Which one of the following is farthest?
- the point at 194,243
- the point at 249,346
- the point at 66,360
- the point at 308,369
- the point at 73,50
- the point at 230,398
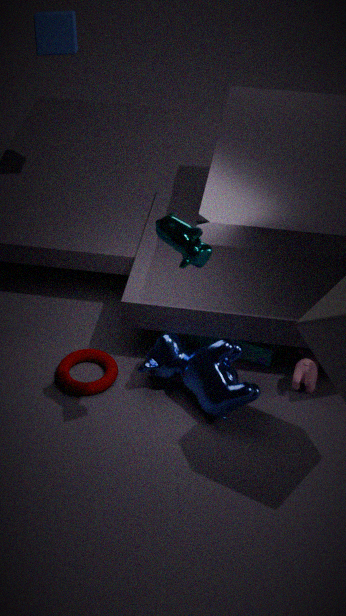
the point at 73,50
